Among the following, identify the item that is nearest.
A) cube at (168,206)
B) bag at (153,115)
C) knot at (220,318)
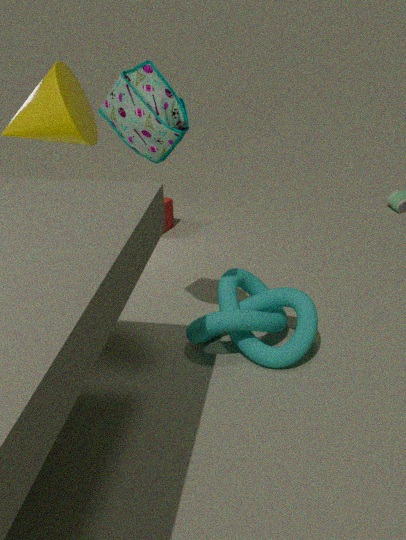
bag at (153,115)
